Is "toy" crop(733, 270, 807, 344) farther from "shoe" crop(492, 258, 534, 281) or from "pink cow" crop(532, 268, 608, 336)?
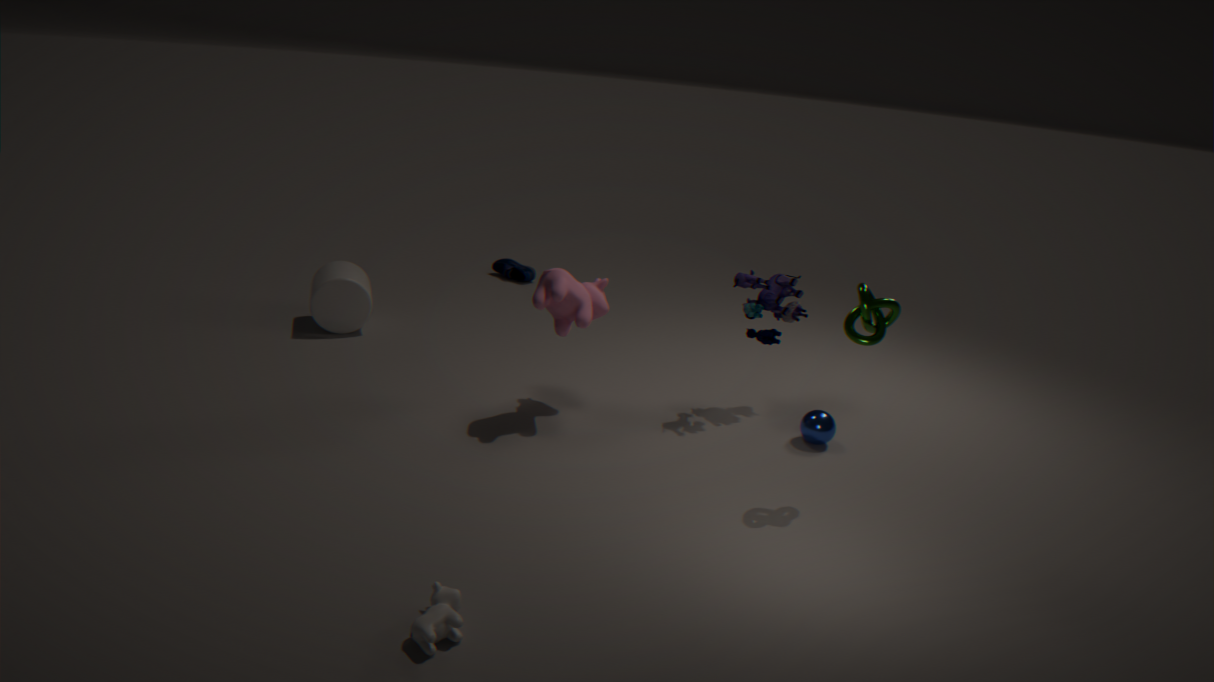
"shoe" crop(492, 258, 534, 281)
